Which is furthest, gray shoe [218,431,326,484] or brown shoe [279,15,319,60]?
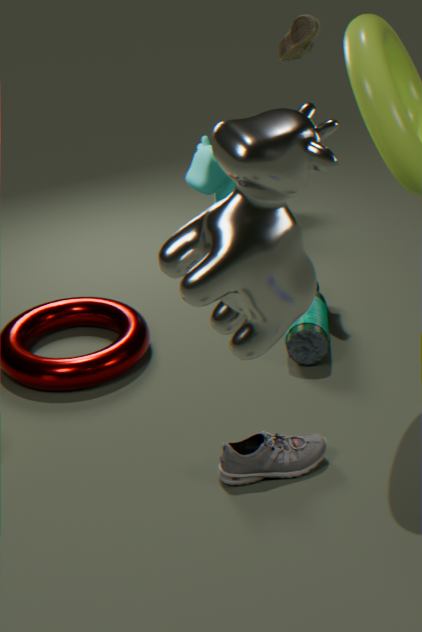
brown shoe [279,15,319,60]
